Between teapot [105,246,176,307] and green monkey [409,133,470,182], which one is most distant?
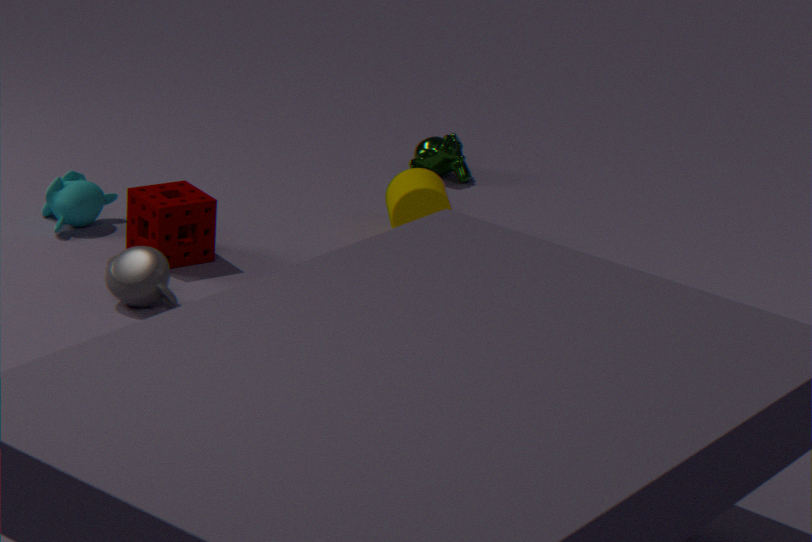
green monkey [409,133,470,182]
